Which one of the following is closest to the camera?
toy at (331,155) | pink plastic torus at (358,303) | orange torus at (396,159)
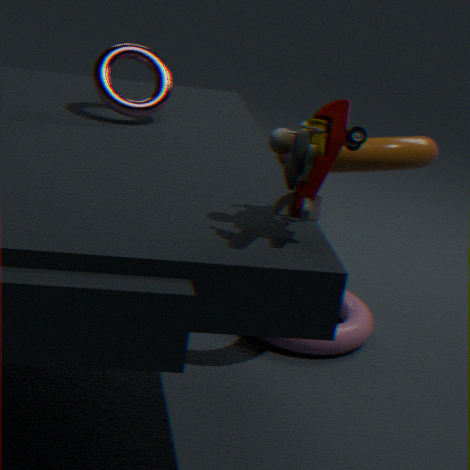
toy at (331,155)
